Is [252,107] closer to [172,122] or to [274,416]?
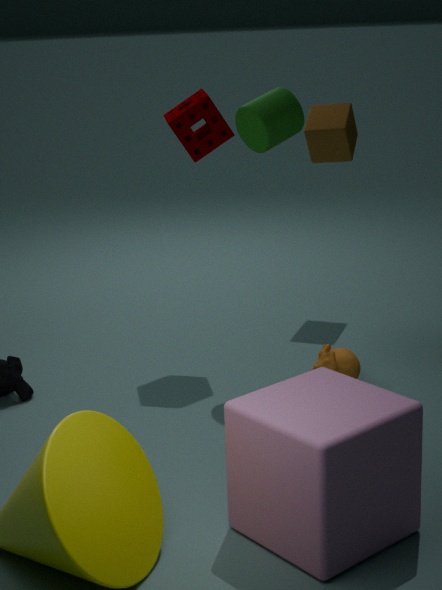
[172,122]
